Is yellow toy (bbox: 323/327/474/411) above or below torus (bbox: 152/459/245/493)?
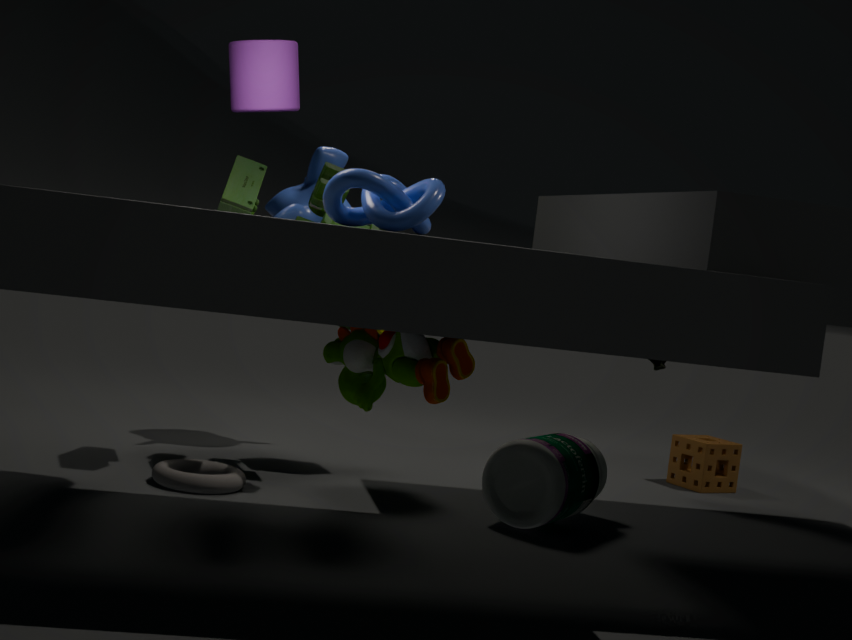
above
